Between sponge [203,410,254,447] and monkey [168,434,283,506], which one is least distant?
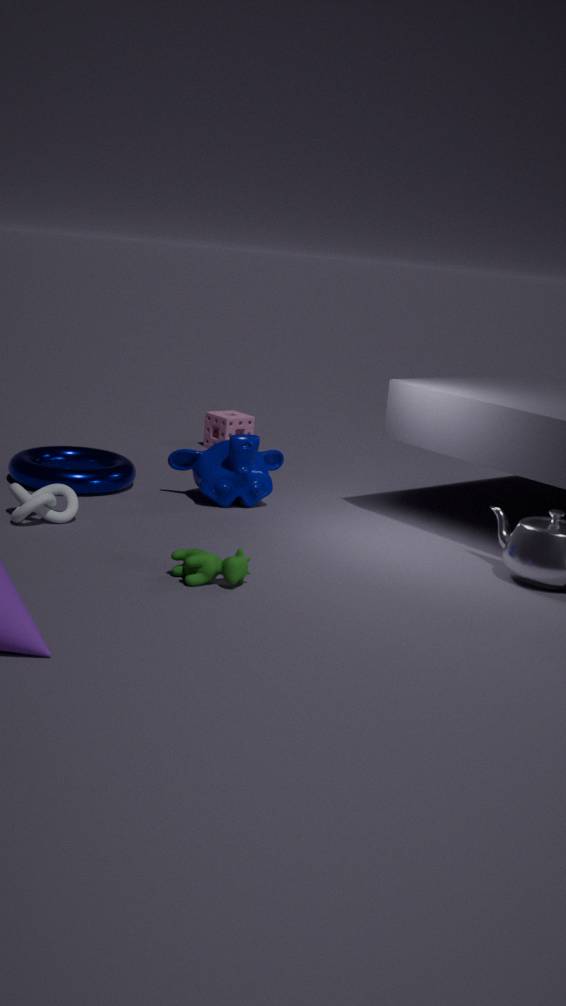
monkey [168,434,283,506]
